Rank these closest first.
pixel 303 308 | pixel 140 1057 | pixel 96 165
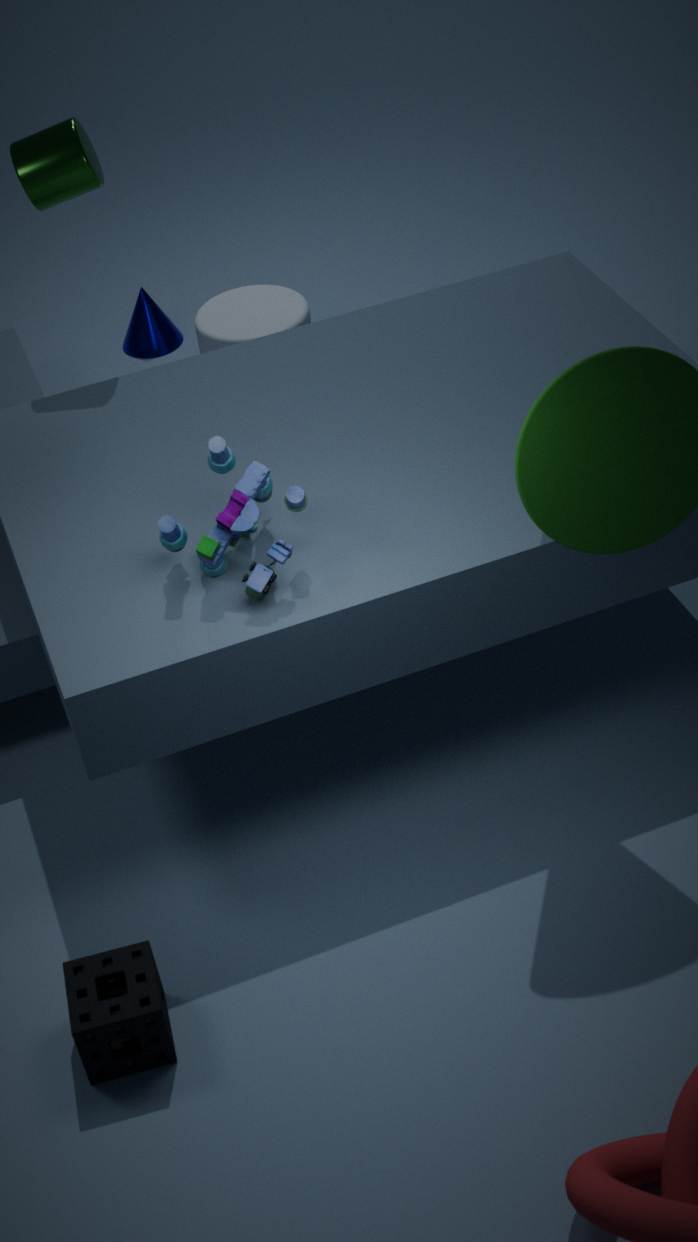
1. pixel 140 1057
2. pixel 96 165
3. pixel 303 308
